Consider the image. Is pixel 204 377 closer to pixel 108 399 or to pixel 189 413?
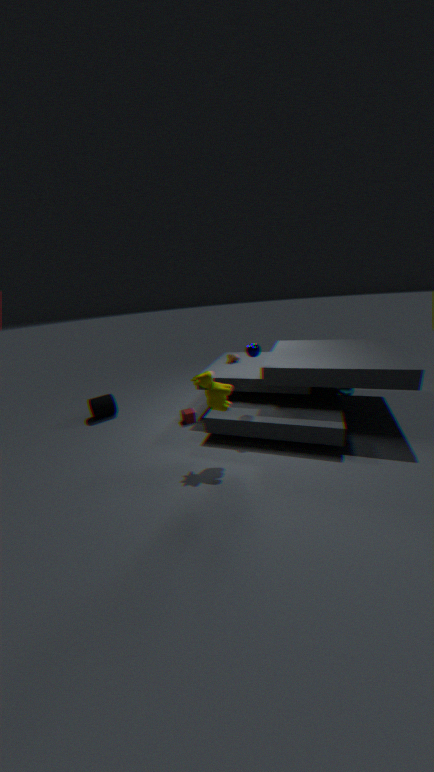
pixel 189 413
